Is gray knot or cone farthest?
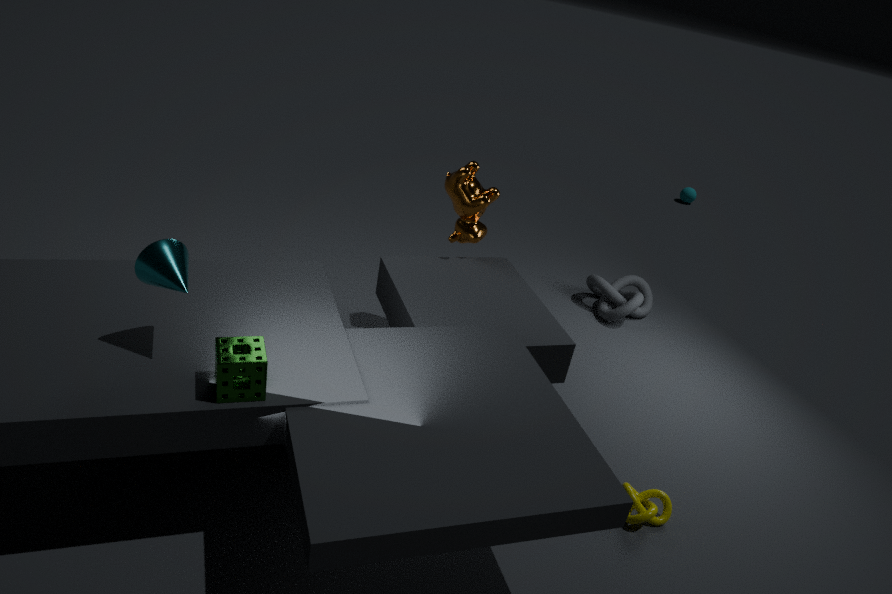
gray knot
